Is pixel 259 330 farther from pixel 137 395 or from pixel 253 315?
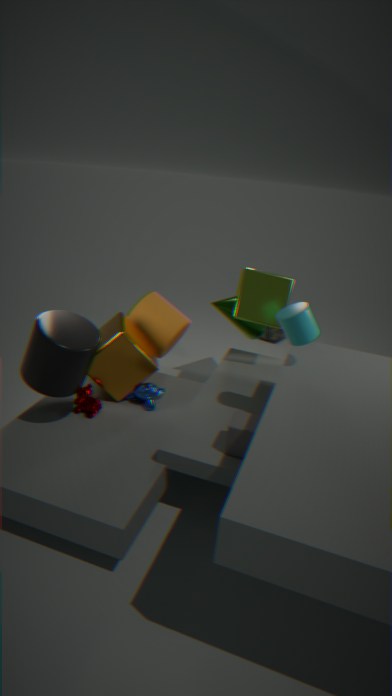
pixel 137 395
